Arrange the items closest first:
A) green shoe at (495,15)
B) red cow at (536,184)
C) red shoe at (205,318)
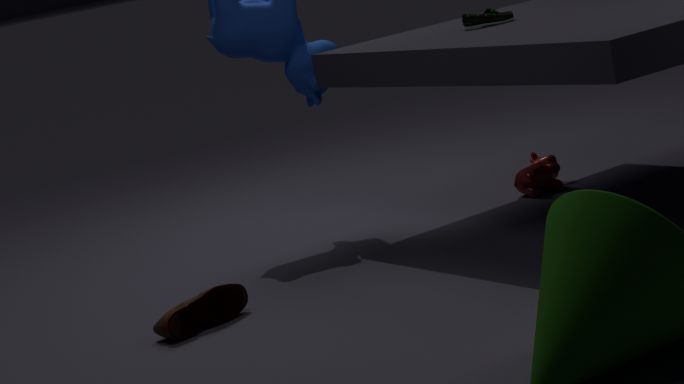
red shoe at (205,318) → green shoe at (495,15) → red cow at (536,184)
